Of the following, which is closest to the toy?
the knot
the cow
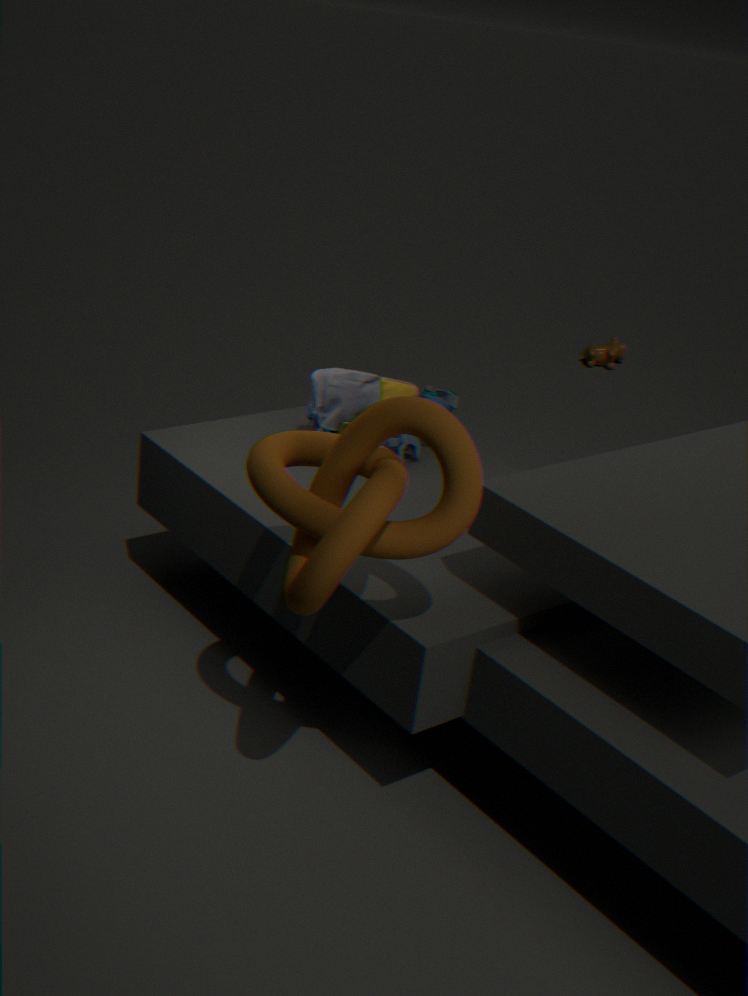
the knot
